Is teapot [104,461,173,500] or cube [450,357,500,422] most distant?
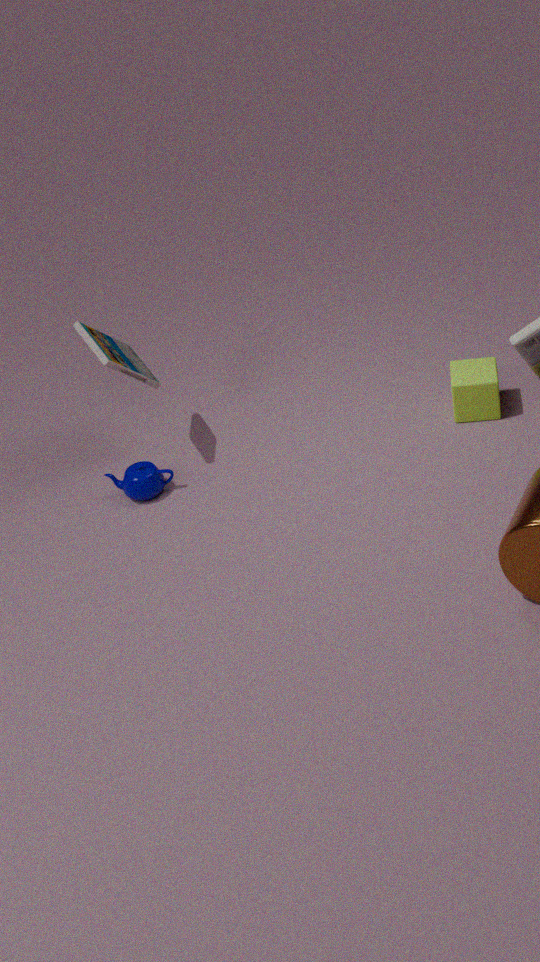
cube [450,357,500,422]
